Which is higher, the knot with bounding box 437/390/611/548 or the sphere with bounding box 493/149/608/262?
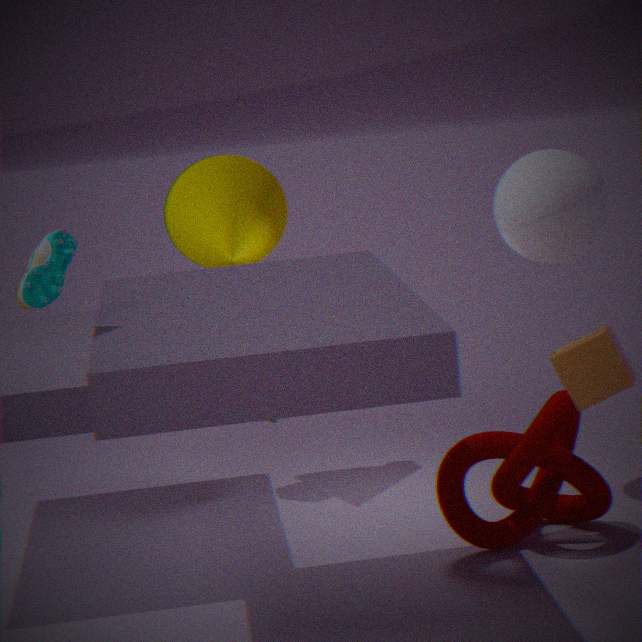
the sphere with bounding box 493/149/608/262
